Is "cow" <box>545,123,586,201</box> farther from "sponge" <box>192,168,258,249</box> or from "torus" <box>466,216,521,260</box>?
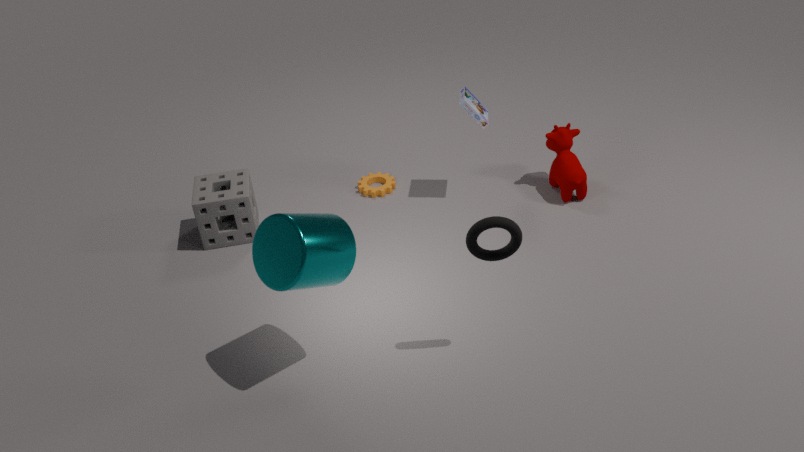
"sponge" <box>192,168,258,249</box>
